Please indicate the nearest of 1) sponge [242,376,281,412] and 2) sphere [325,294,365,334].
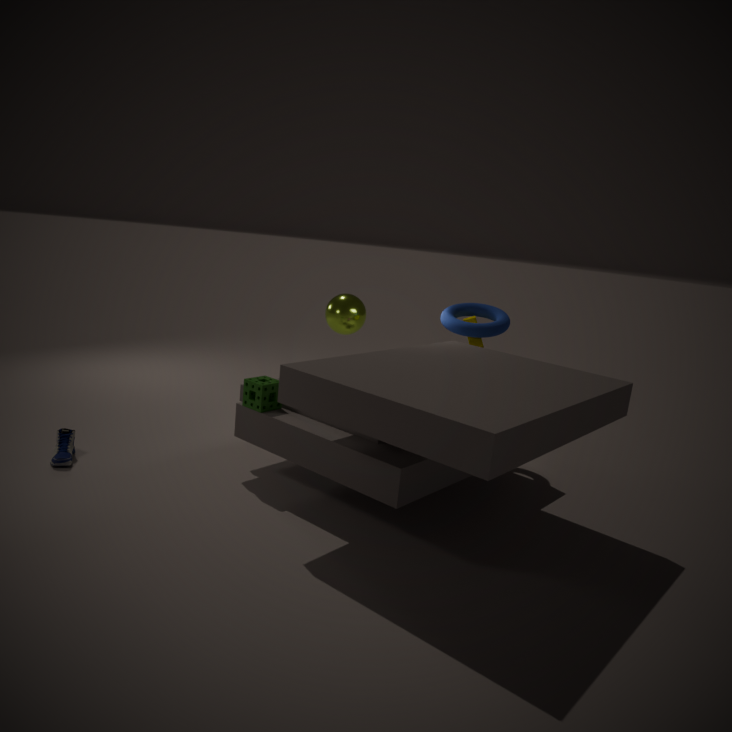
1. sponge [242,376,281,412]
